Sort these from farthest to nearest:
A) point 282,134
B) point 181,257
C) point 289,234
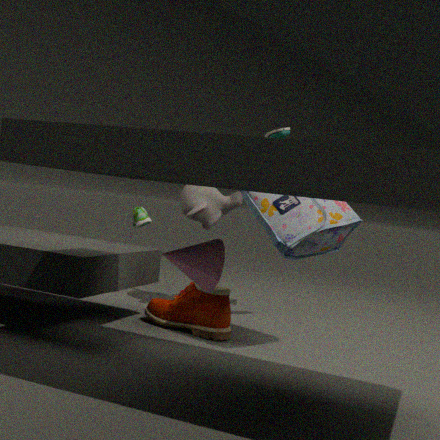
point 282,134 → point 289,234 → point 181,257
